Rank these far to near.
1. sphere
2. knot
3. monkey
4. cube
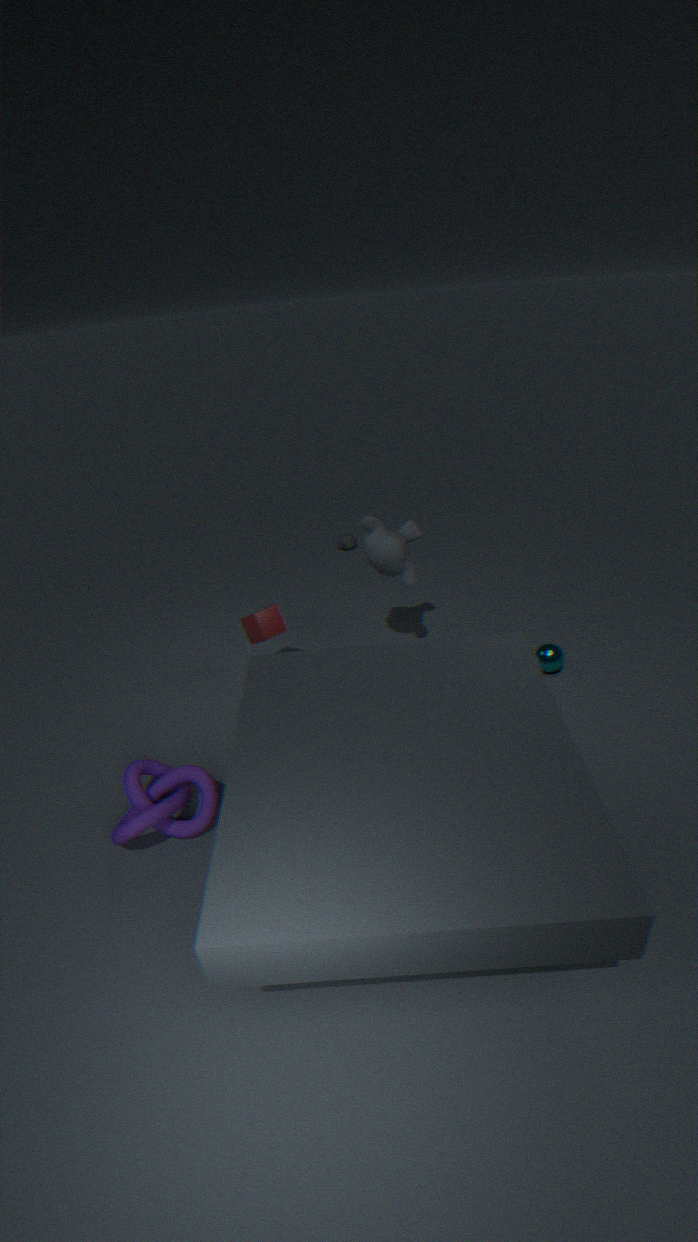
sphere, cube, monkey, knot
